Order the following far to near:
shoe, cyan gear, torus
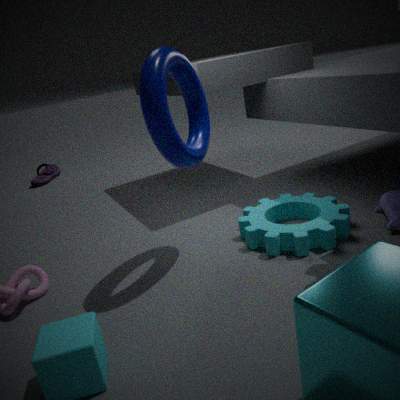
shoe → cyan gear → torus
